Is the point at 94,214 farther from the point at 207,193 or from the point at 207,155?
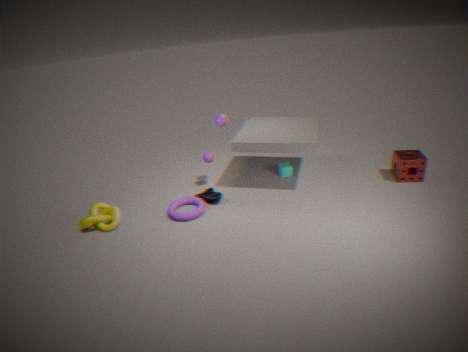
the point at 207,155
